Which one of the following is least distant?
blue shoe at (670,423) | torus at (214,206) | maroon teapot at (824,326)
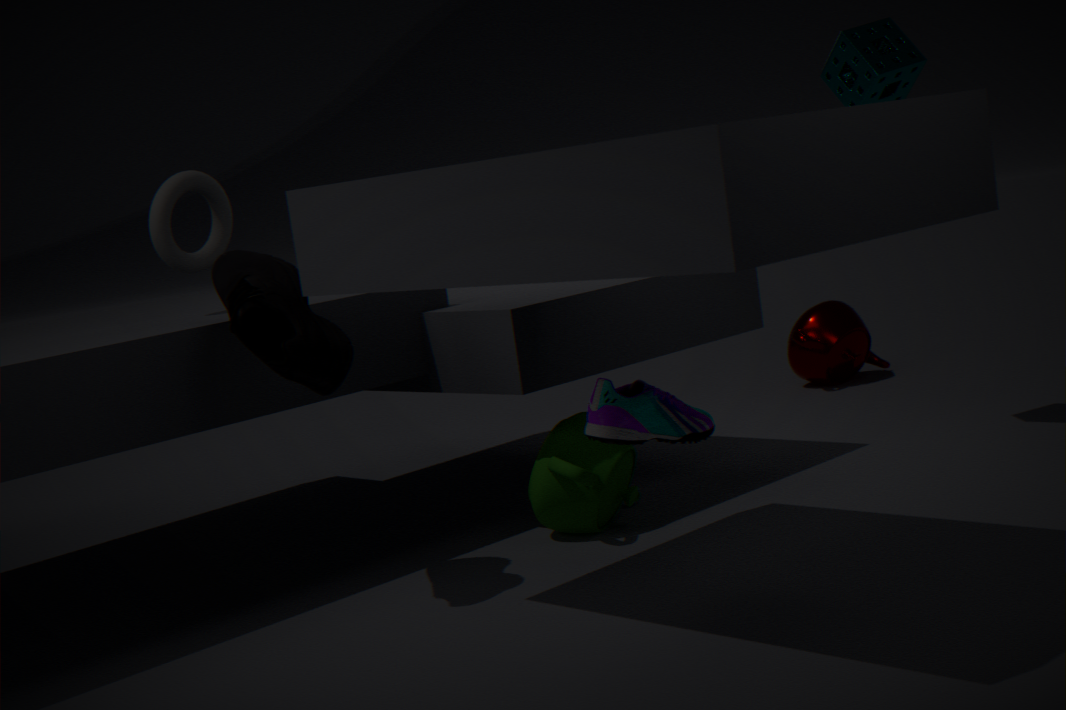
blue shoe at (670,423)
